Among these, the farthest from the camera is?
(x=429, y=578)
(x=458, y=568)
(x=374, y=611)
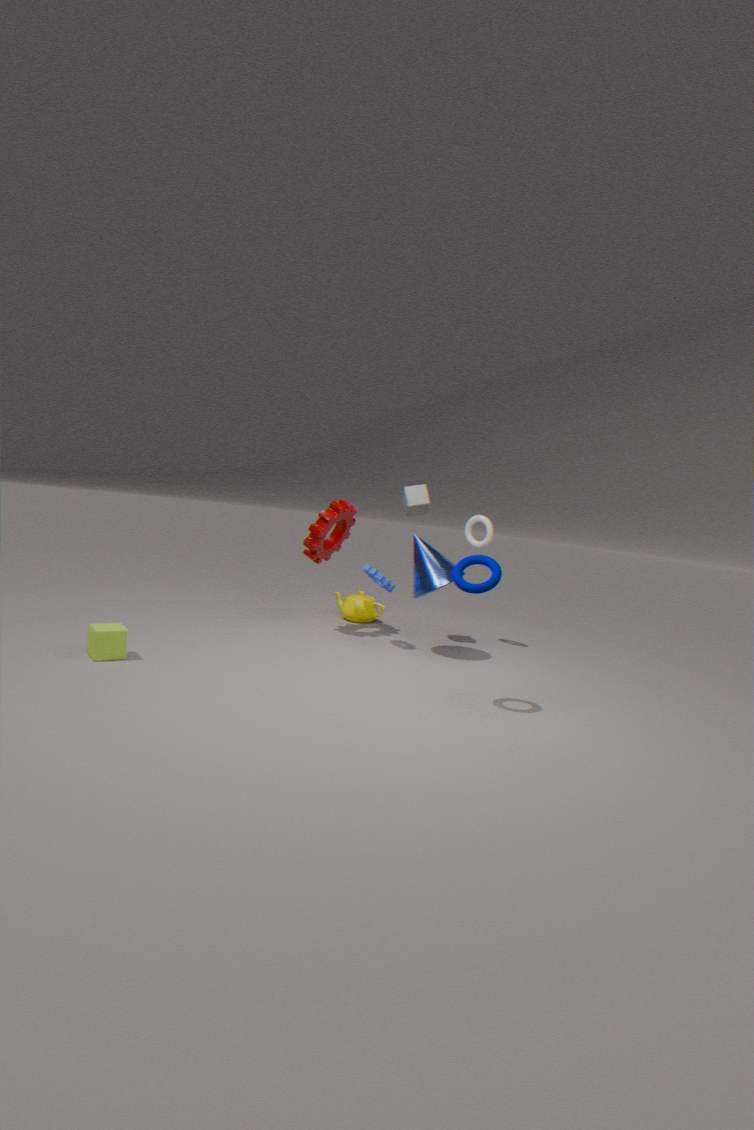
(x=374, y=611)
